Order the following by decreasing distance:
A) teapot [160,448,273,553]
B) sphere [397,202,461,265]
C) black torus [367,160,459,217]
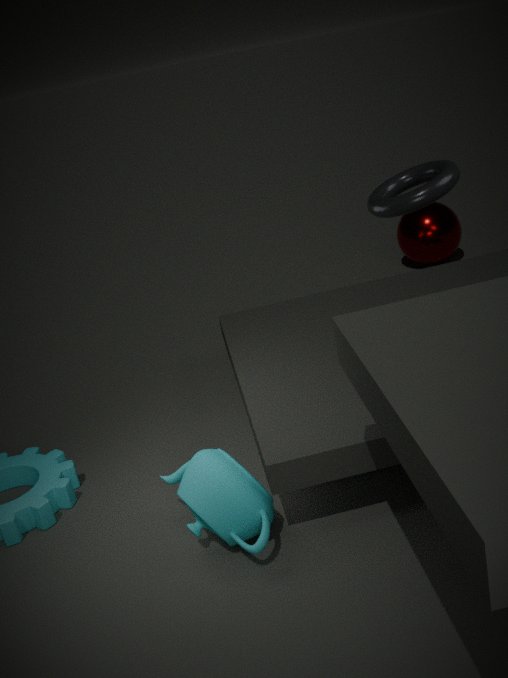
sphere [397,202,461,265], teapot [160,448,273,553], black torus [367,160,459,217]
